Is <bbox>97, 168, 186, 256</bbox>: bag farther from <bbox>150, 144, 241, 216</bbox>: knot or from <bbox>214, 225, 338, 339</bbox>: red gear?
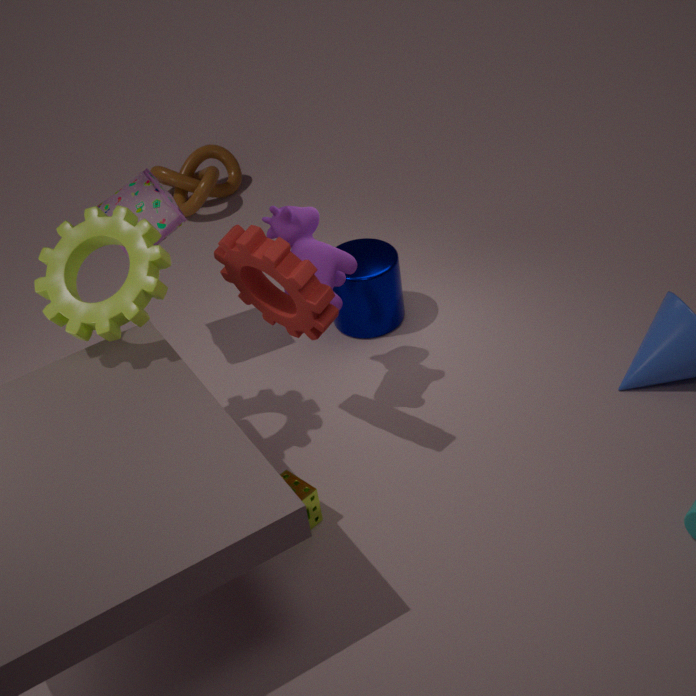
<bbox>150, 144, 241, 216</bbox>: knot
